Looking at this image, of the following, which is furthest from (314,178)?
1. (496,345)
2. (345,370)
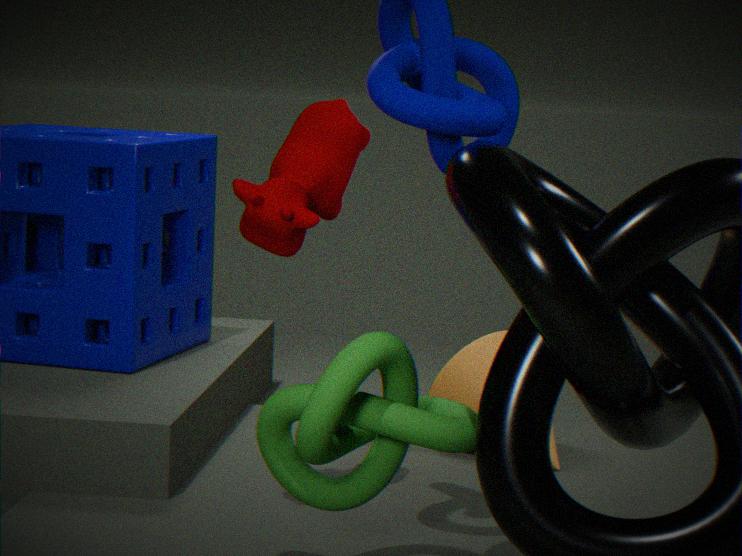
(496,345)
